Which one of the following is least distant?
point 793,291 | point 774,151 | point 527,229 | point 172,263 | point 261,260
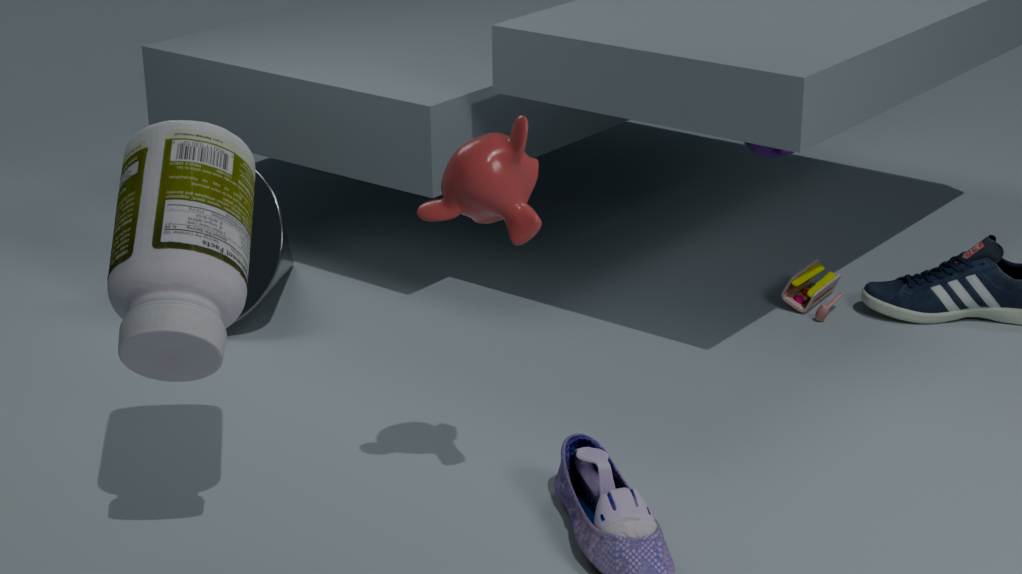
point 172,263
